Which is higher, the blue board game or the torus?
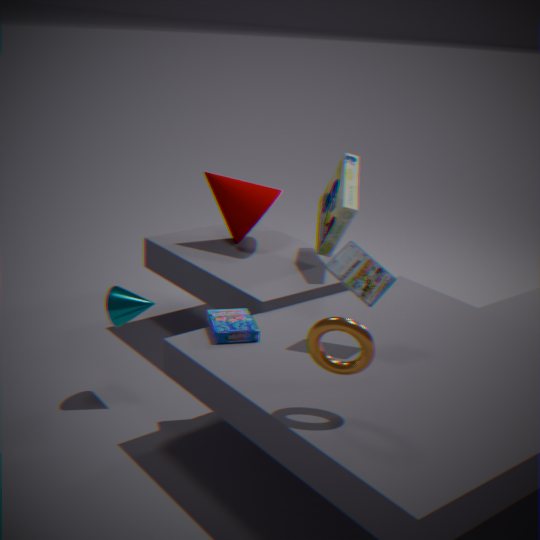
the torus
